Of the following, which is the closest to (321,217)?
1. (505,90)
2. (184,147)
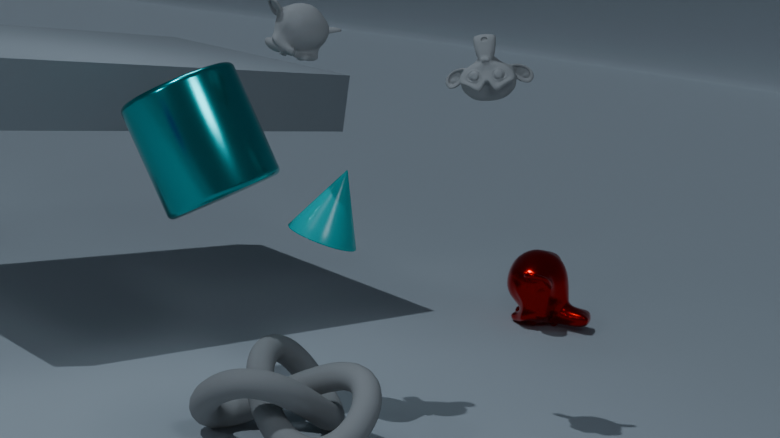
(184,147)
